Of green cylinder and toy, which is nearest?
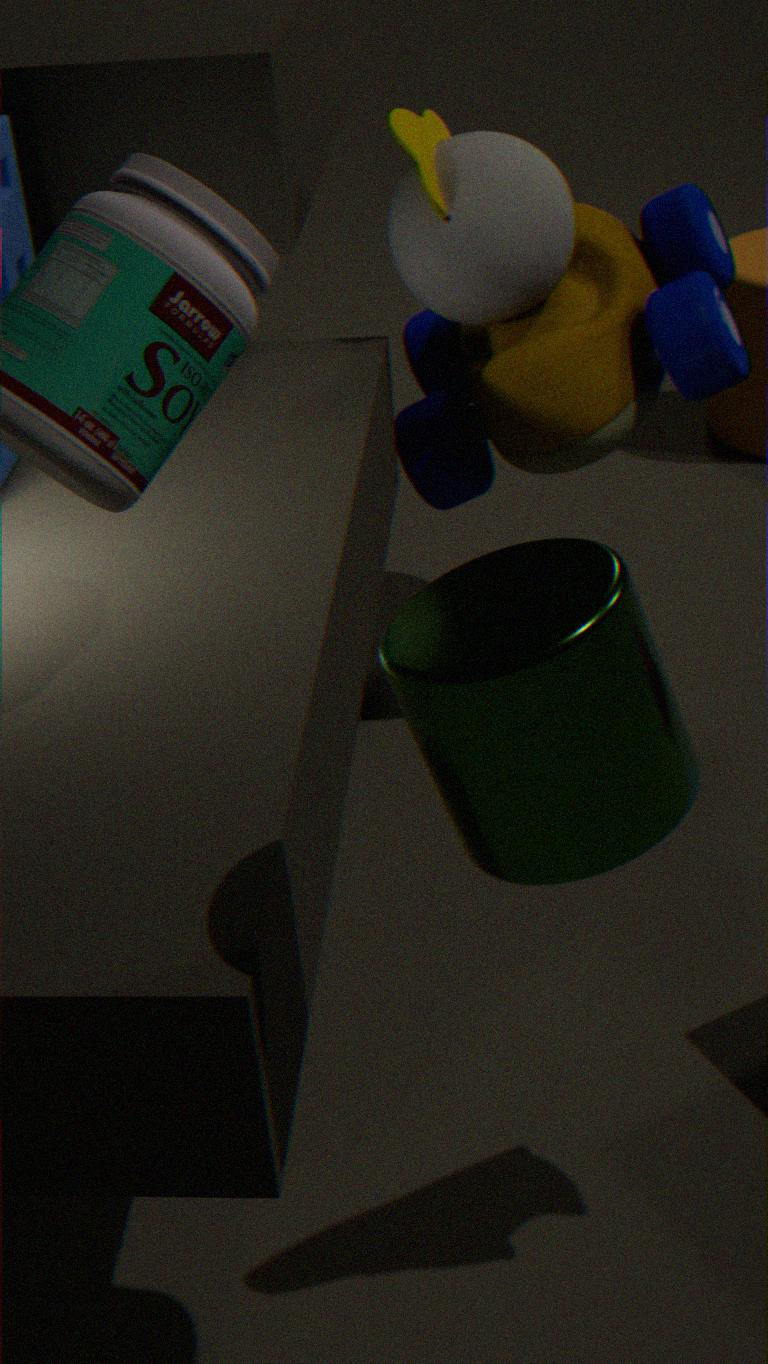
green cylinder
